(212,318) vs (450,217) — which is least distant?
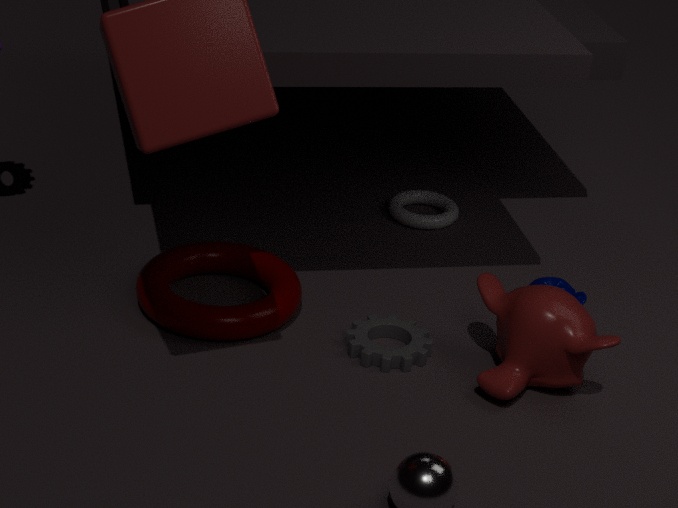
(212,318)
